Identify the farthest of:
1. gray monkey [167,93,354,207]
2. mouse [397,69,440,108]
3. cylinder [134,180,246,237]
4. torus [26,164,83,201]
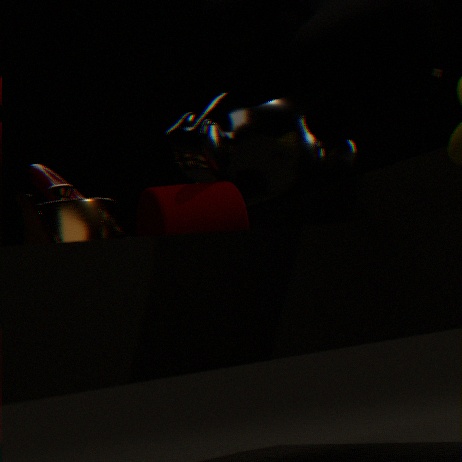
torus [26,164,83,201]
